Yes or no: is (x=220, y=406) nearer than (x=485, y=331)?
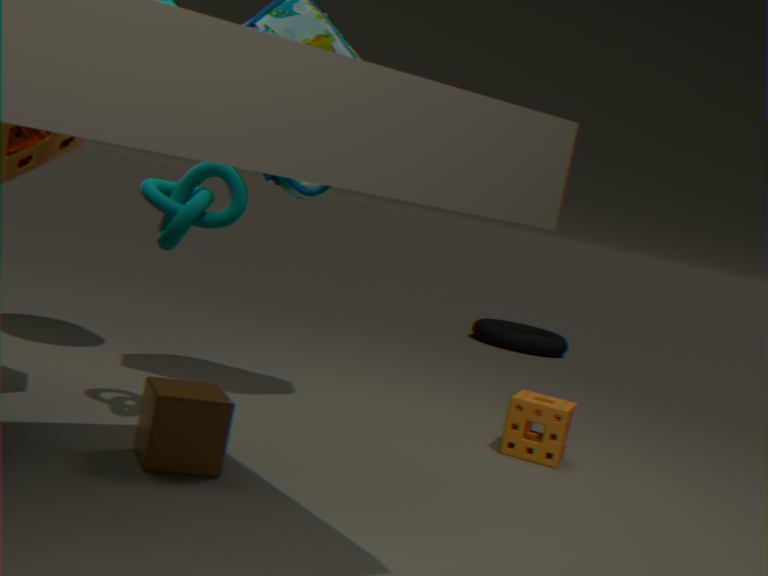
Yes
